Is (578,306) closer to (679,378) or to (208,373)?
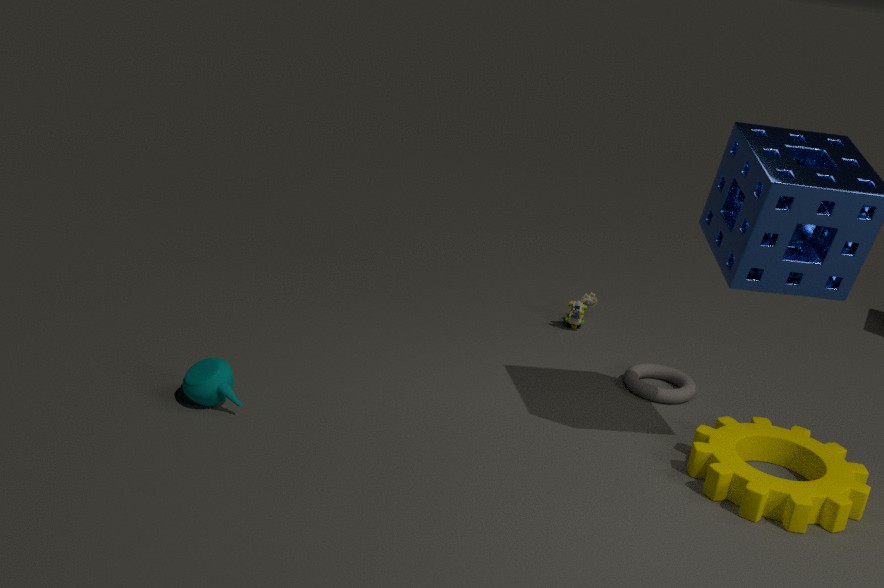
(679,378)
